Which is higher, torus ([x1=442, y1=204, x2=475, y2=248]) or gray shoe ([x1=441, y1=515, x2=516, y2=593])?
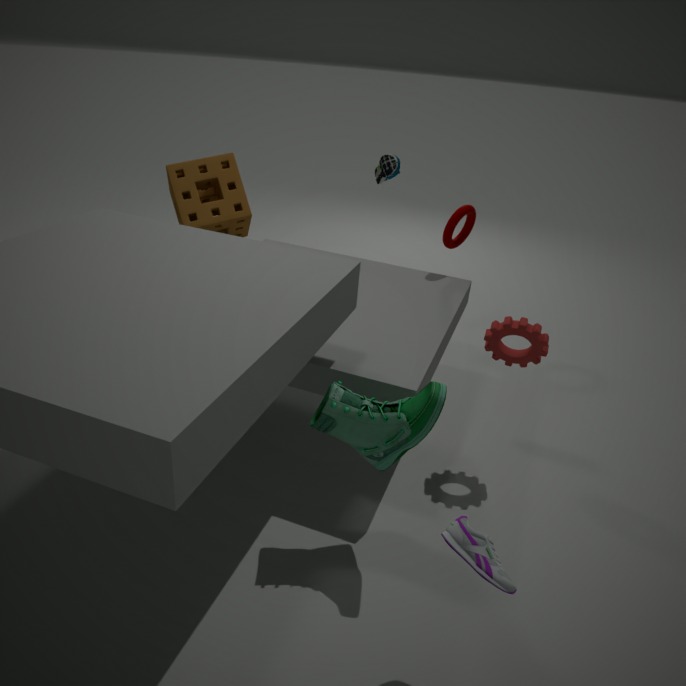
torus ([x1=442, y1=204, x2=475, y2=248])
